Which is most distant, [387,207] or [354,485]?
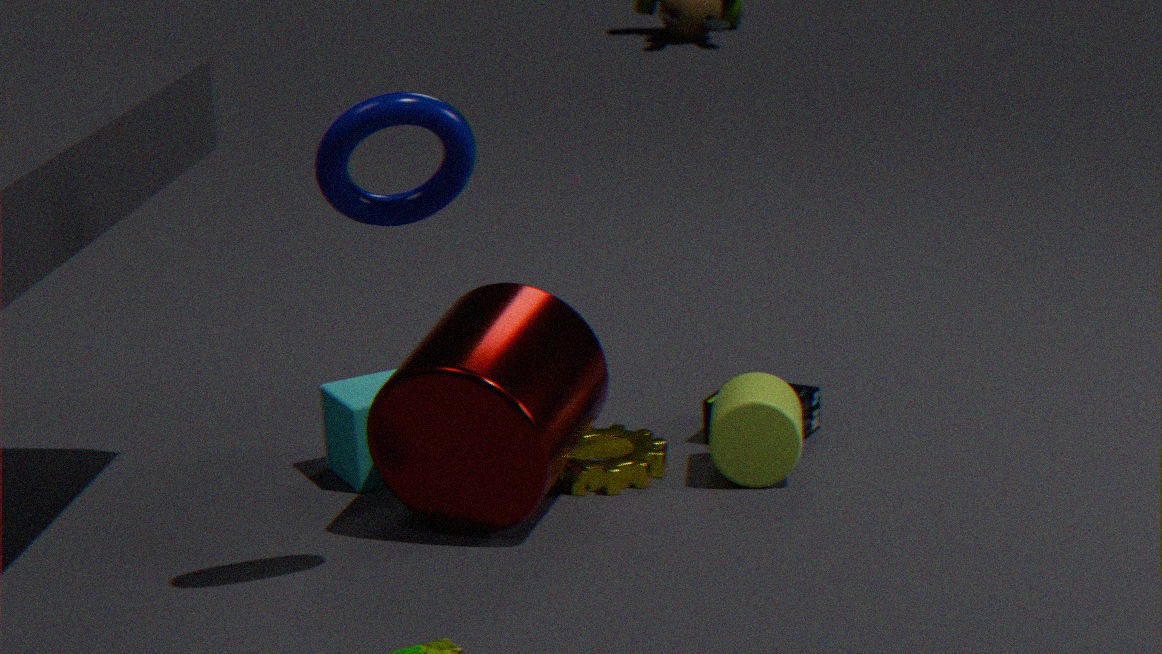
[354,485]
